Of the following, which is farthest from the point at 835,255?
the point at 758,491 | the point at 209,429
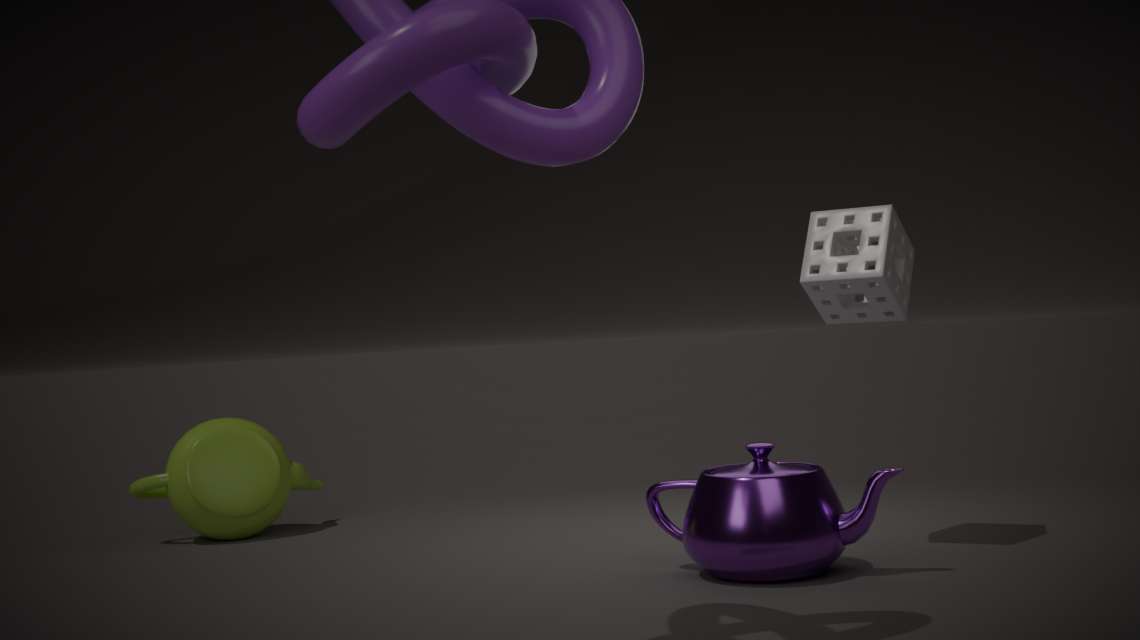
the point at 209,429
